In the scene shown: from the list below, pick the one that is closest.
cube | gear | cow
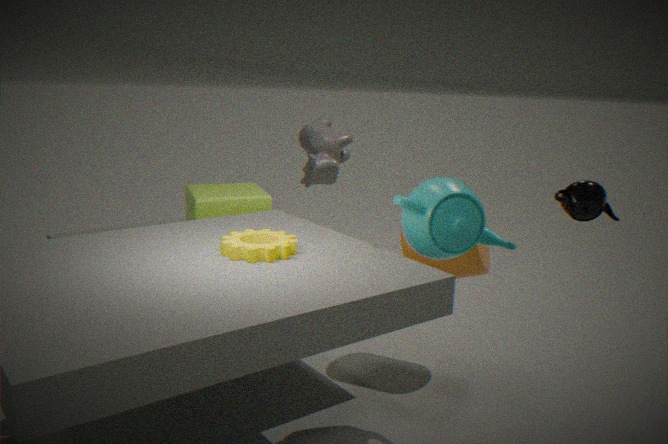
gear
